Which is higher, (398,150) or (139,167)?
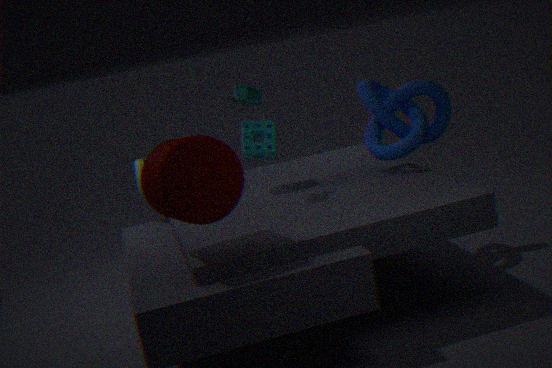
(398,150)
